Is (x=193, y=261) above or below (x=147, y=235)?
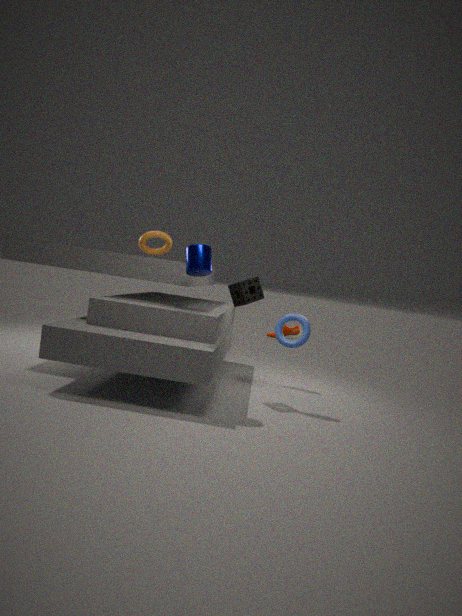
below
